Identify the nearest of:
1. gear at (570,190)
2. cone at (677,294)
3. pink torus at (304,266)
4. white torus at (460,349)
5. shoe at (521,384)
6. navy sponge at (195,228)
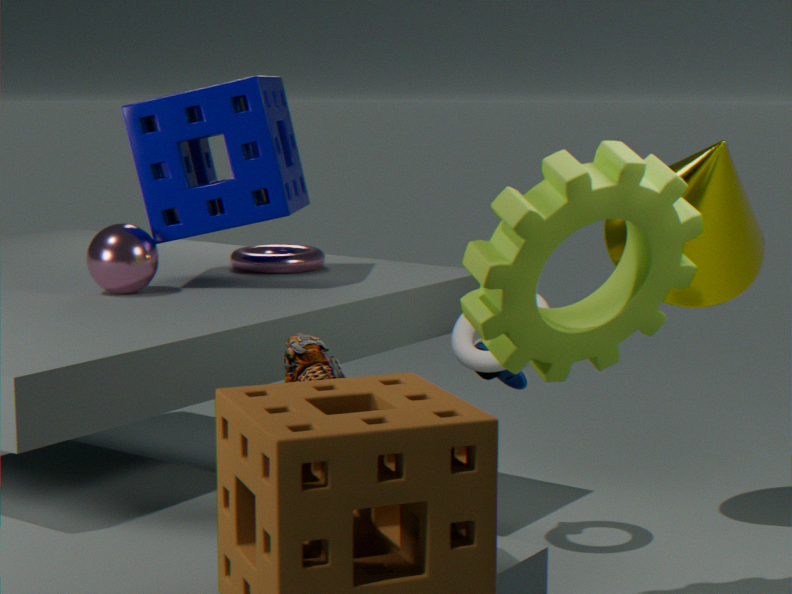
gear at (570,190)
